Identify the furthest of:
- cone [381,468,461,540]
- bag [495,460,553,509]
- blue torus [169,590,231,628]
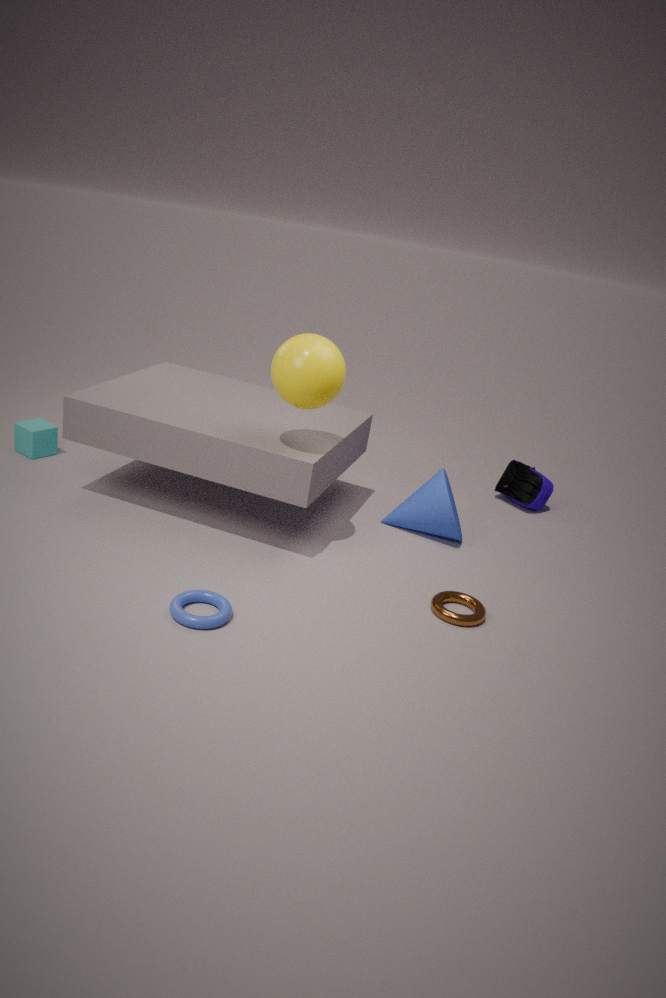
bag [495,460,553,509]
